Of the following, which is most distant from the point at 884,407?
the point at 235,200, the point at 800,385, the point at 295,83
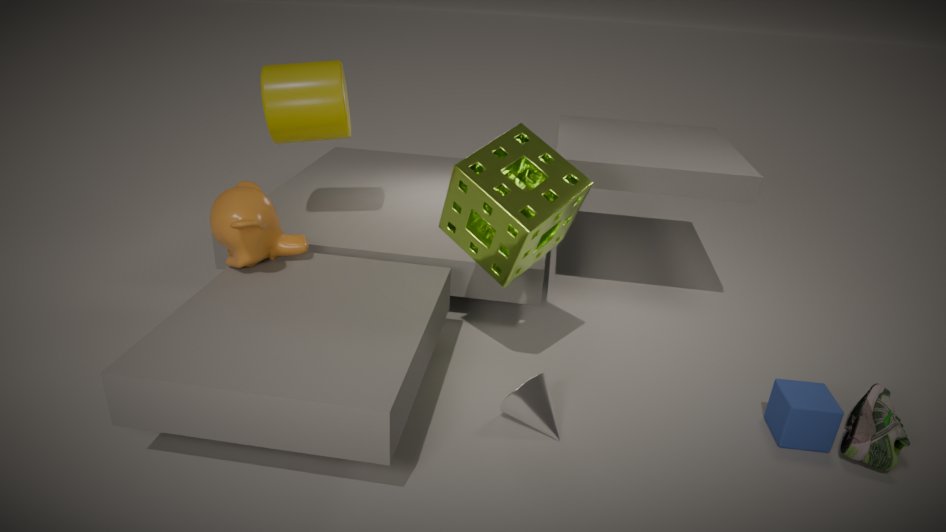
the point at 295,83
